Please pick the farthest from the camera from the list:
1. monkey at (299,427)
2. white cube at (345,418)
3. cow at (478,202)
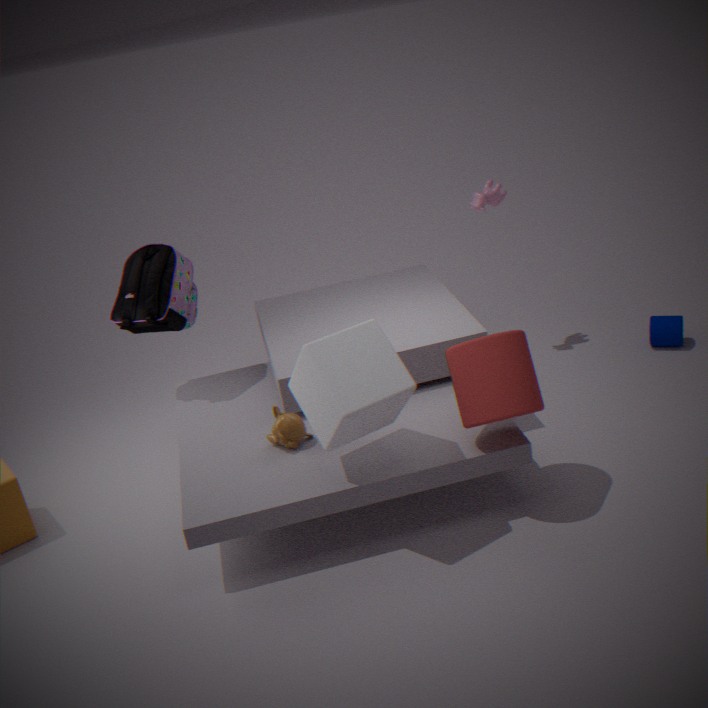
cow at (478,202)
